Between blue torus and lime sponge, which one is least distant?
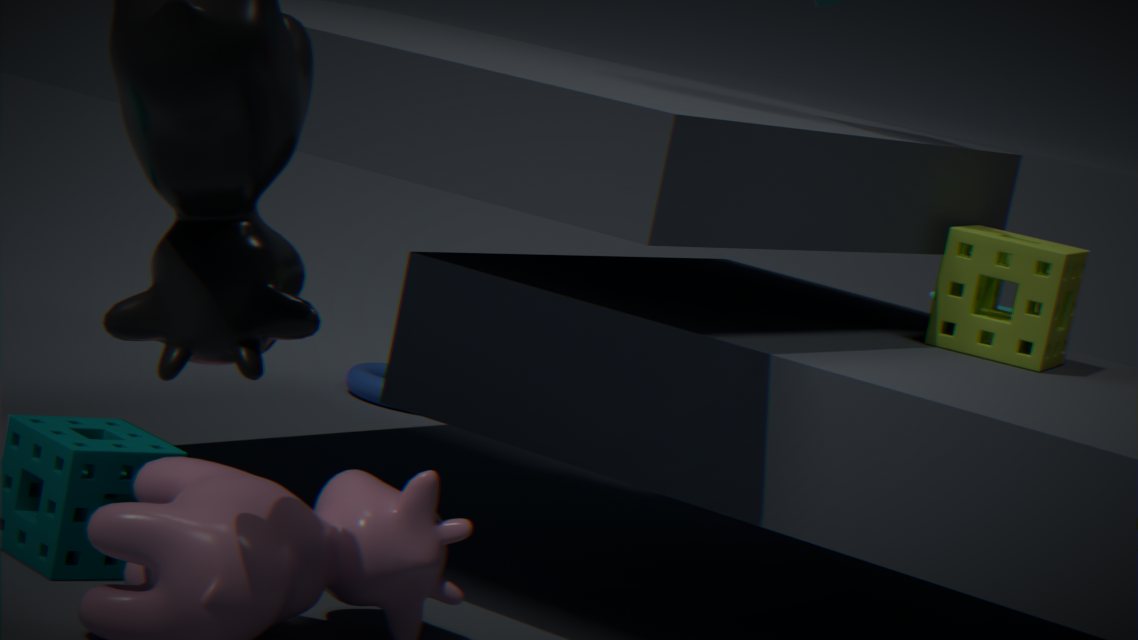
lime sponge
